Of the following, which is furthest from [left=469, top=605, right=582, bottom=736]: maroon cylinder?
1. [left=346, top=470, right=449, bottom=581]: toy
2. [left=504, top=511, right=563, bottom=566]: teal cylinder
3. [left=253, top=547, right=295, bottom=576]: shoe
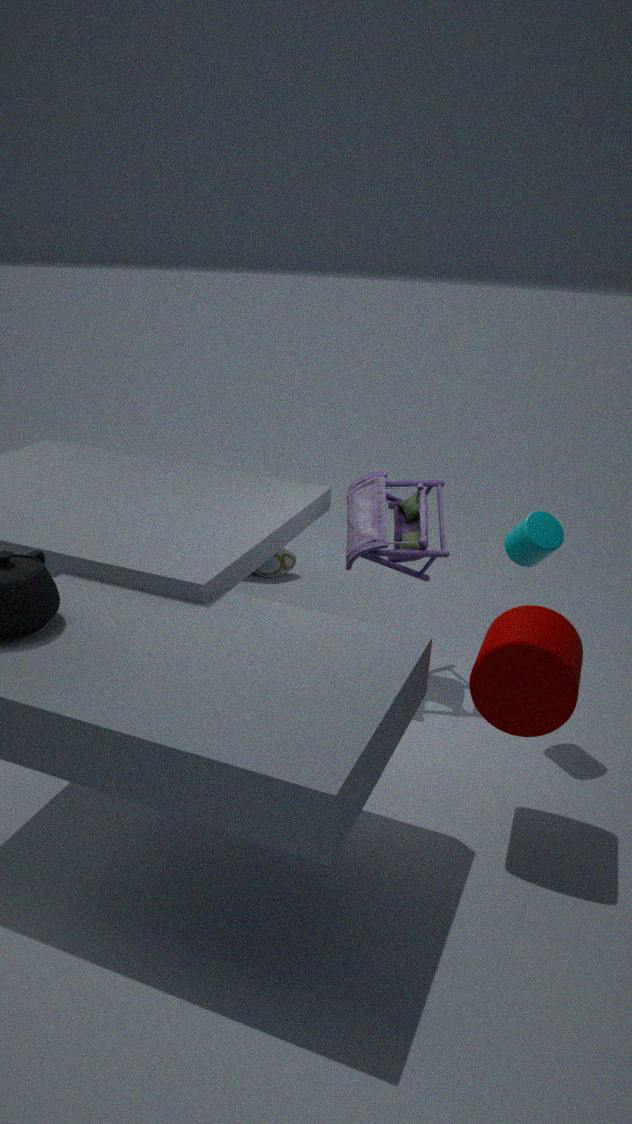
[left=253, top=547, right=295, bottom=576]: shoe
